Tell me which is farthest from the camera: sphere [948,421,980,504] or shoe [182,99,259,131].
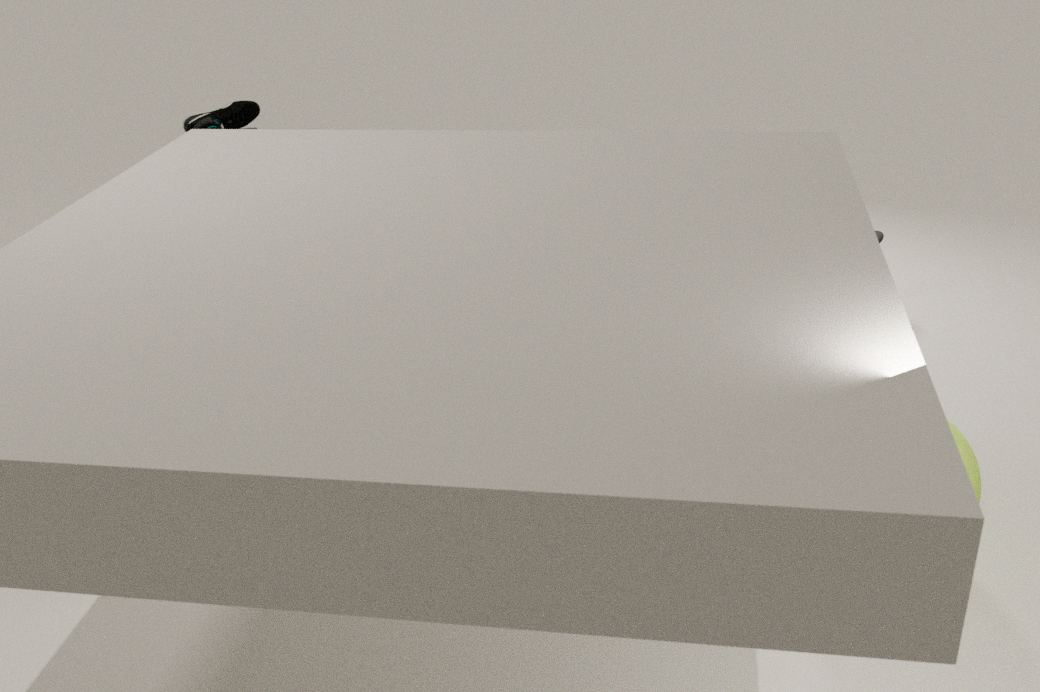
shoe [182,99,259,131]
